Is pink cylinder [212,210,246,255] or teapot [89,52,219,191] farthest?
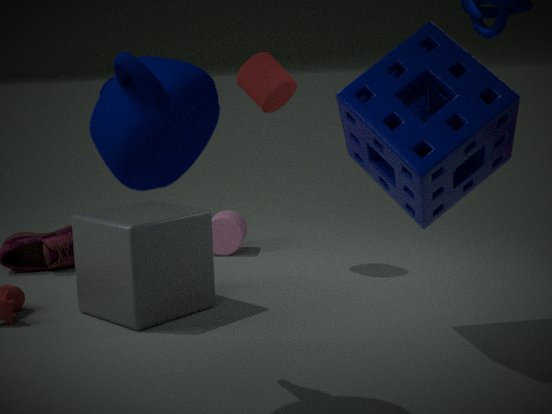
pink cylinder [212,210,246,255]
